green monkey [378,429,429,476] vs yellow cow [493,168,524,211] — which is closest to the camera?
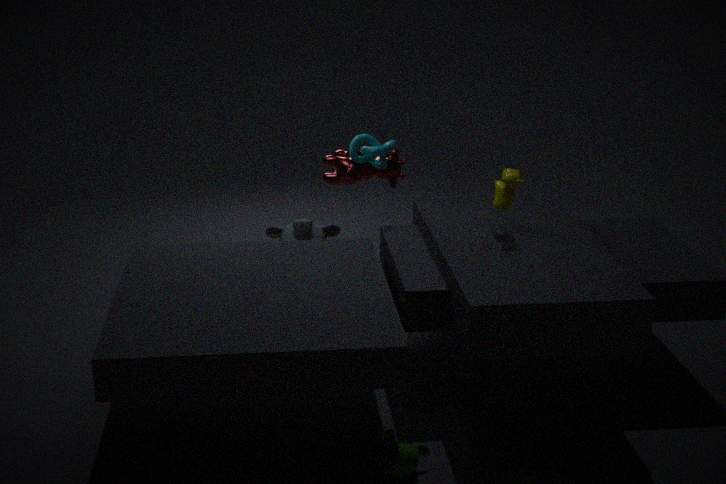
green monkey [378,429,429,476]
